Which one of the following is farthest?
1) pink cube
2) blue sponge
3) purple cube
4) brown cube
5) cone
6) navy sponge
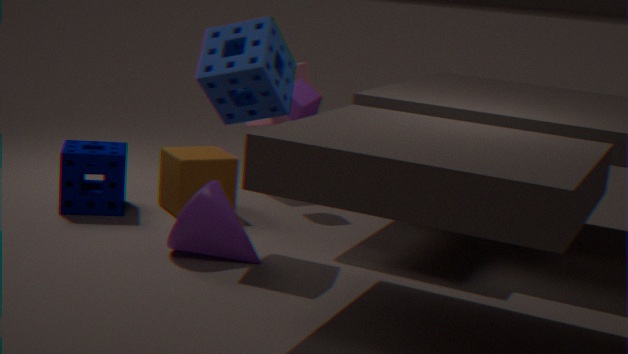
1. pink cube
